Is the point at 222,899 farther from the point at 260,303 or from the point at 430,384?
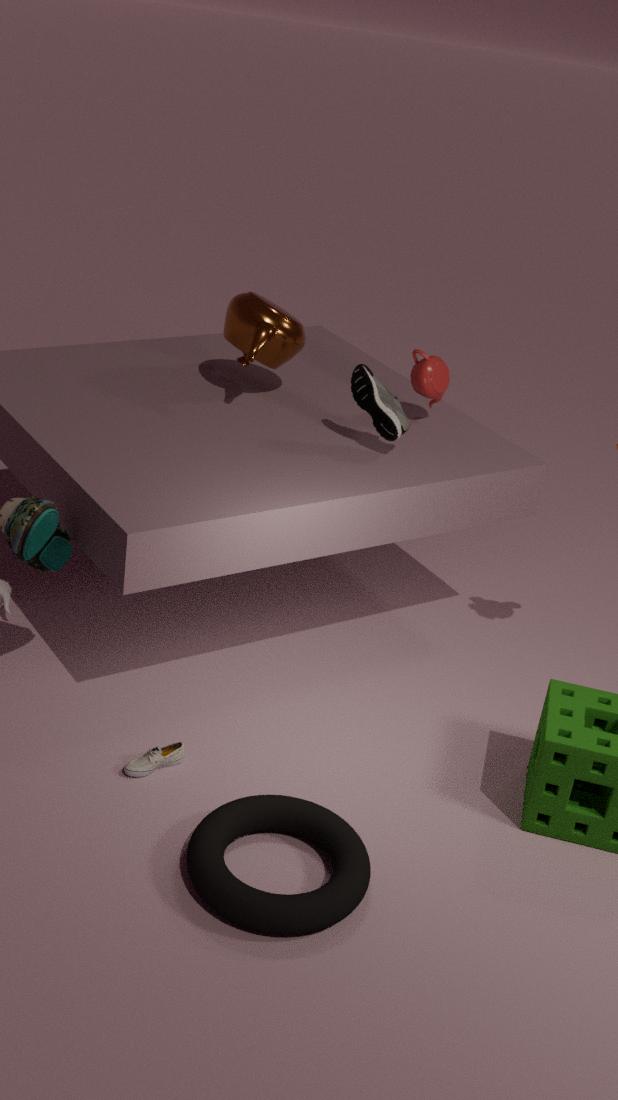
the point at 260,303
